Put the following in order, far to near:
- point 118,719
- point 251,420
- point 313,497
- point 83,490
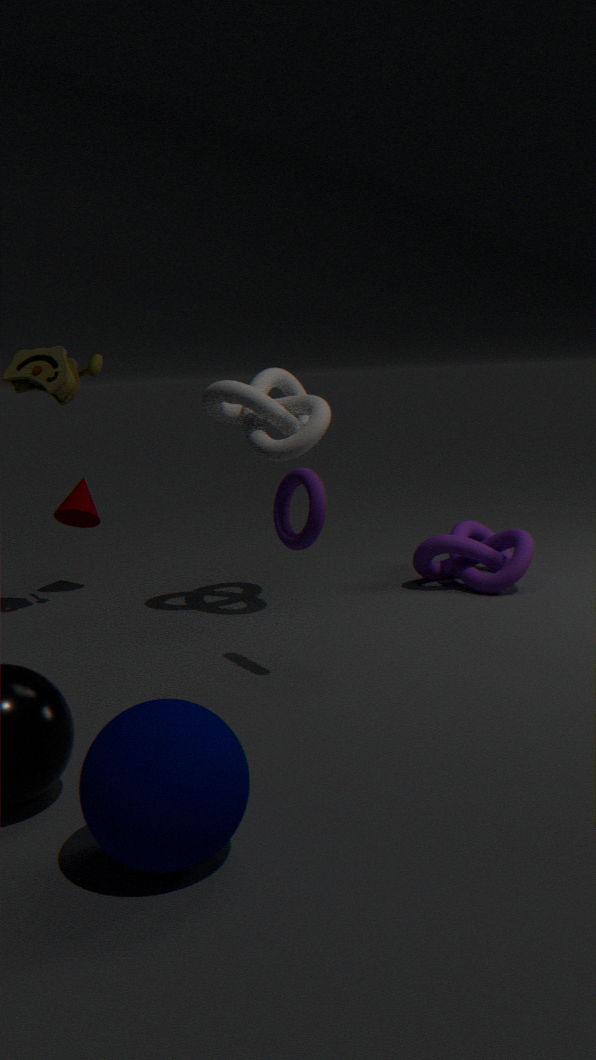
point 83,490, point 251,420, point 313,497, point 118,719
